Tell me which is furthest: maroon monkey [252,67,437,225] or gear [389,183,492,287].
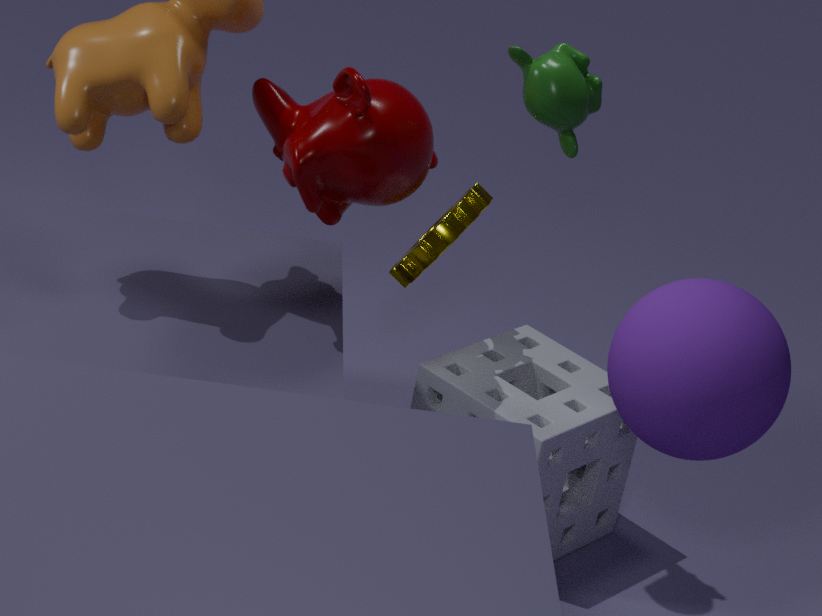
gear [389,183,492,287]
